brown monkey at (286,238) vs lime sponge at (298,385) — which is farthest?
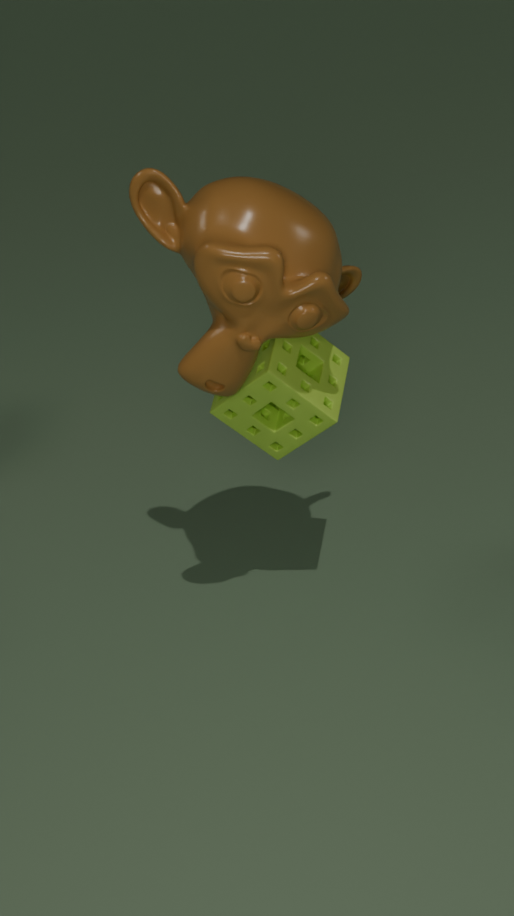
lime sponge at (298,385)
